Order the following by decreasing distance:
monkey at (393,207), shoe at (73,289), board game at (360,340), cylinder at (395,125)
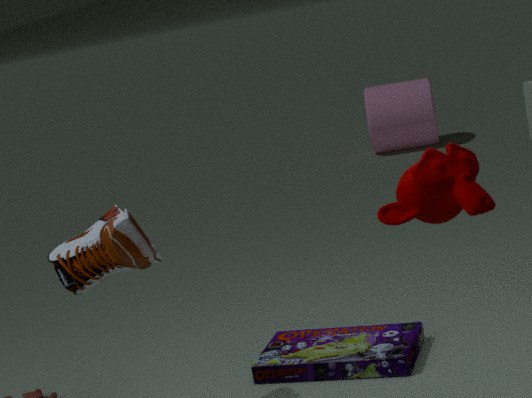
cylinder at (395,125) < board game at (360,340) < shoe at (73,289) < monkey at (393,207)
